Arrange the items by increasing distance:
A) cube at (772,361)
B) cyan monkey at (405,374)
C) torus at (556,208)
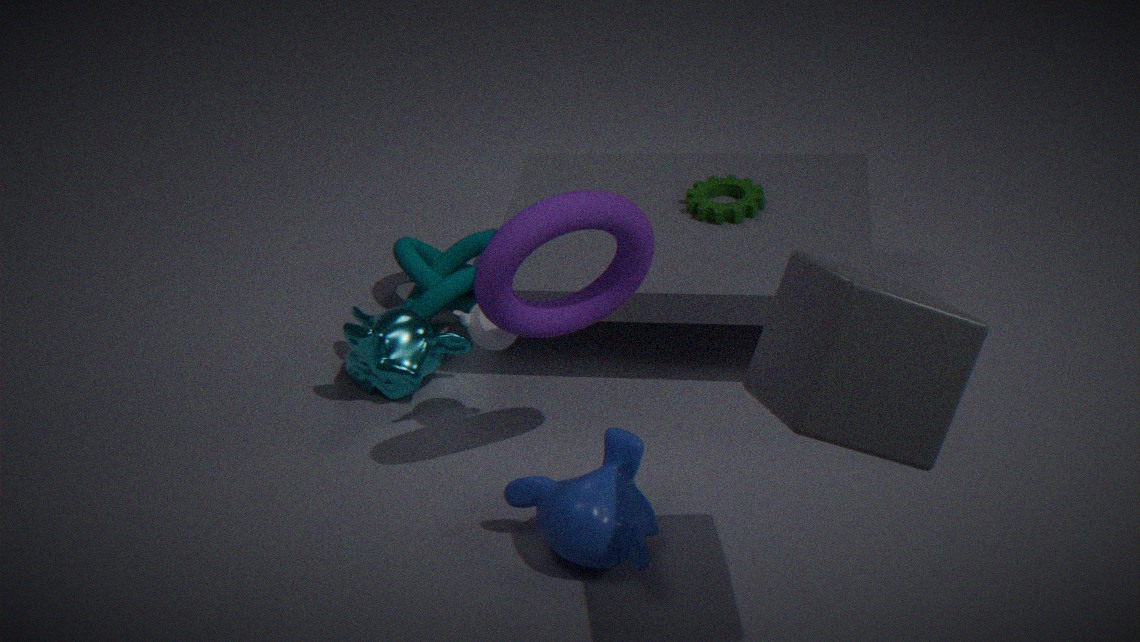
cube at (772,361) < torus at (556,208) < cyan monkey at (405,374)
